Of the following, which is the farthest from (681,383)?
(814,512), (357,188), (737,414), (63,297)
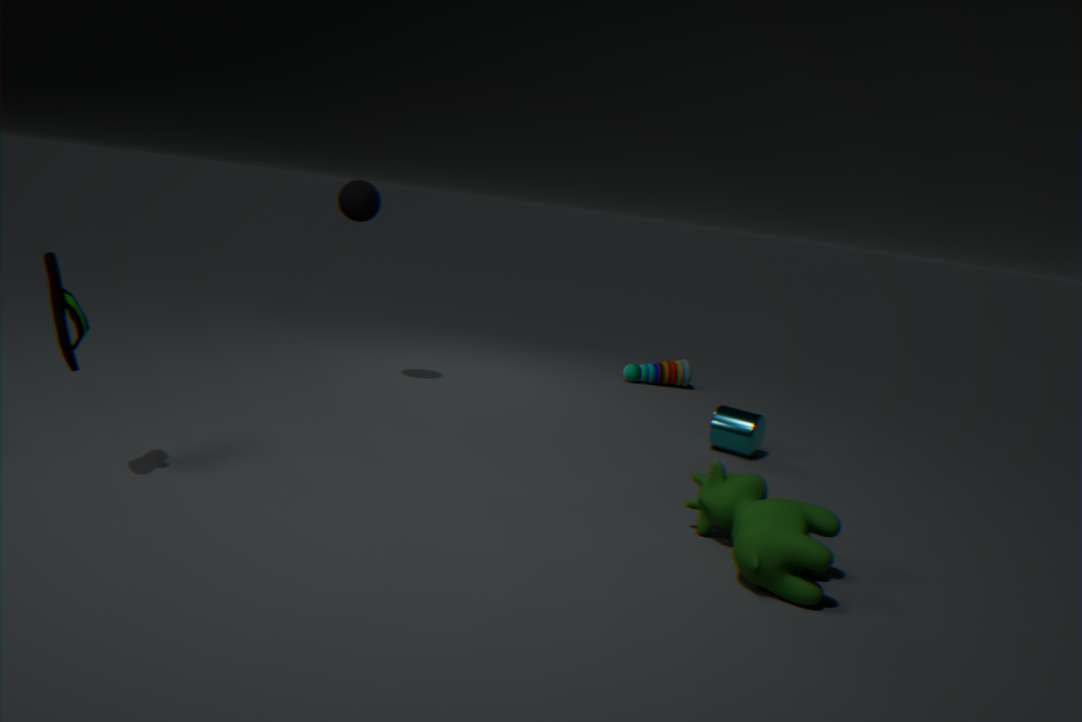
(63,297)
